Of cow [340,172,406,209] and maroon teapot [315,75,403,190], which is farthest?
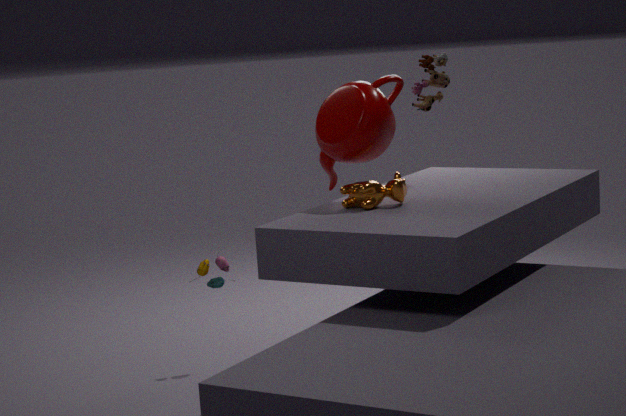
maroon teapot [315,75,403,190]
